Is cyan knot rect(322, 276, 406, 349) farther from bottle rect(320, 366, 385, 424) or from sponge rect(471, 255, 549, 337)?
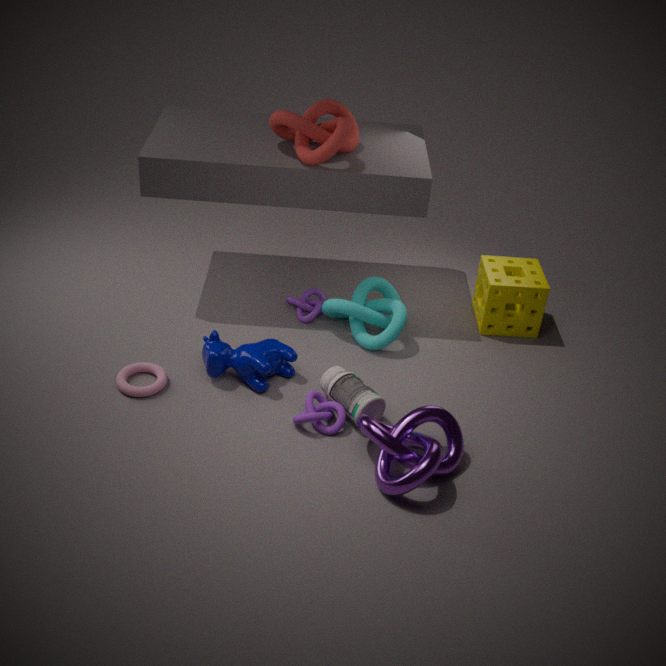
sponge rect(471, 255, 549, 337)
